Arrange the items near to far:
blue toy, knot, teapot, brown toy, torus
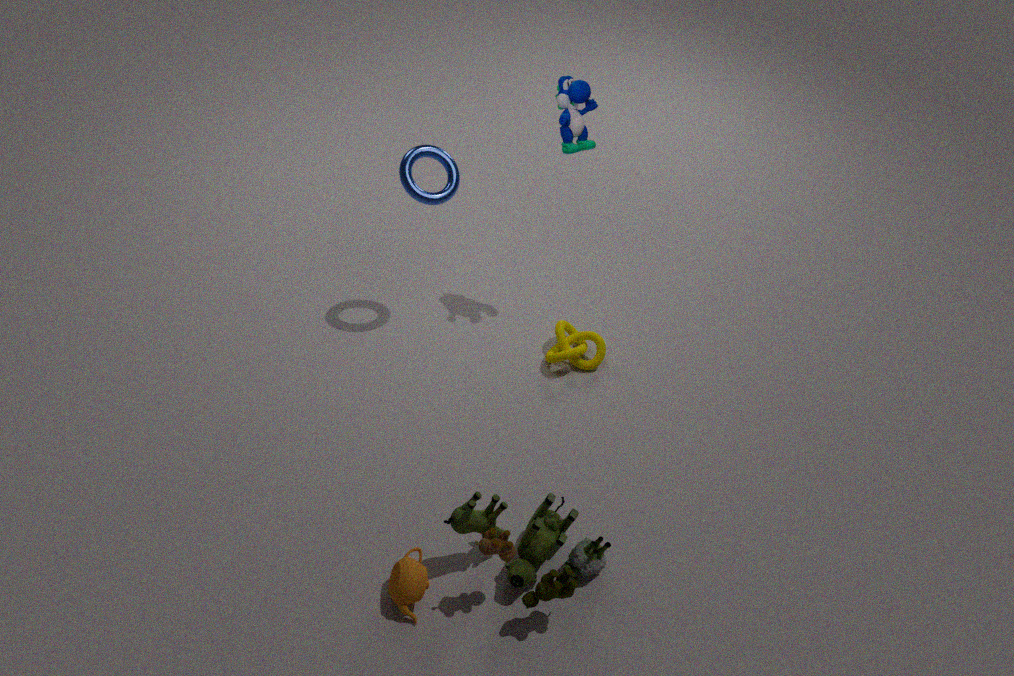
brown toy < teapot < blue toy < torus < knot
